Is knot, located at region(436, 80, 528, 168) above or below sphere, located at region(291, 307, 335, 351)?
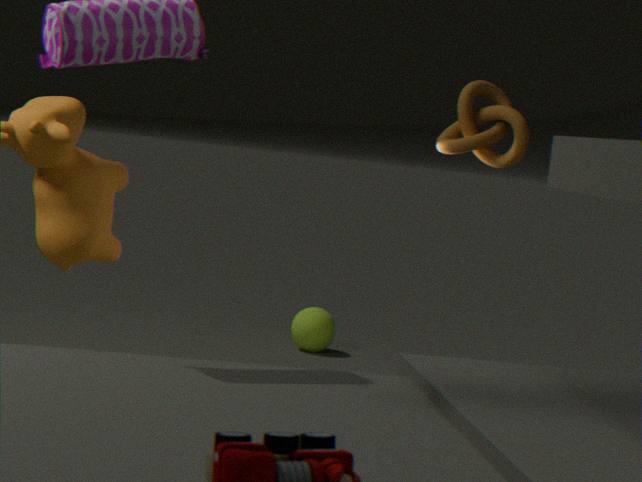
above
